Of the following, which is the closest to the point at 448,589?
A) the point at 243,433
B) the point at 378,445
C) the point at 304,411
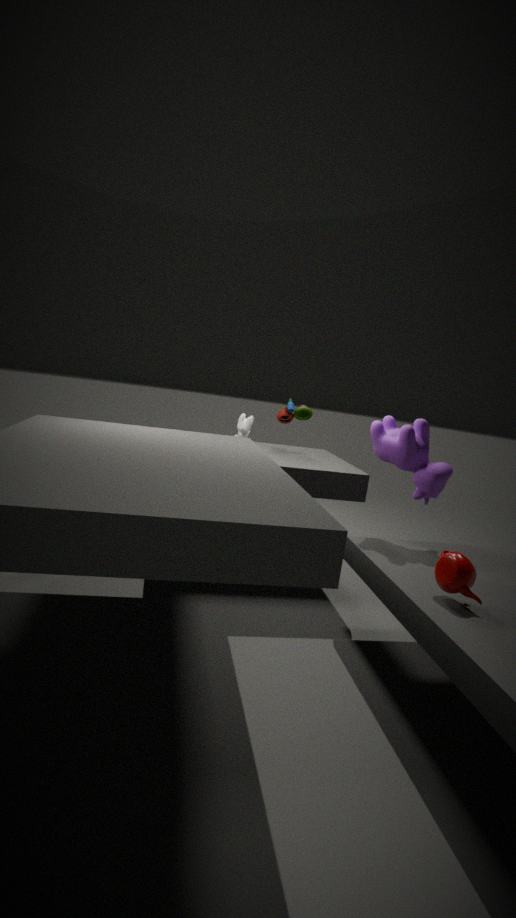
the point at 378,445
